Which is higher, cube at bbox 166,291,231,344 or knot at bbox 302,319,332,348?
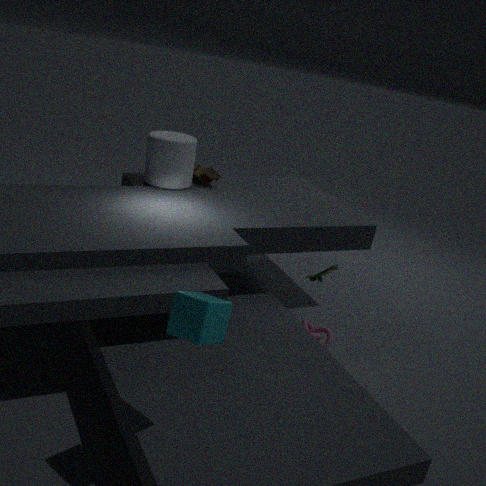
cube at bbox 166,291,231,344
